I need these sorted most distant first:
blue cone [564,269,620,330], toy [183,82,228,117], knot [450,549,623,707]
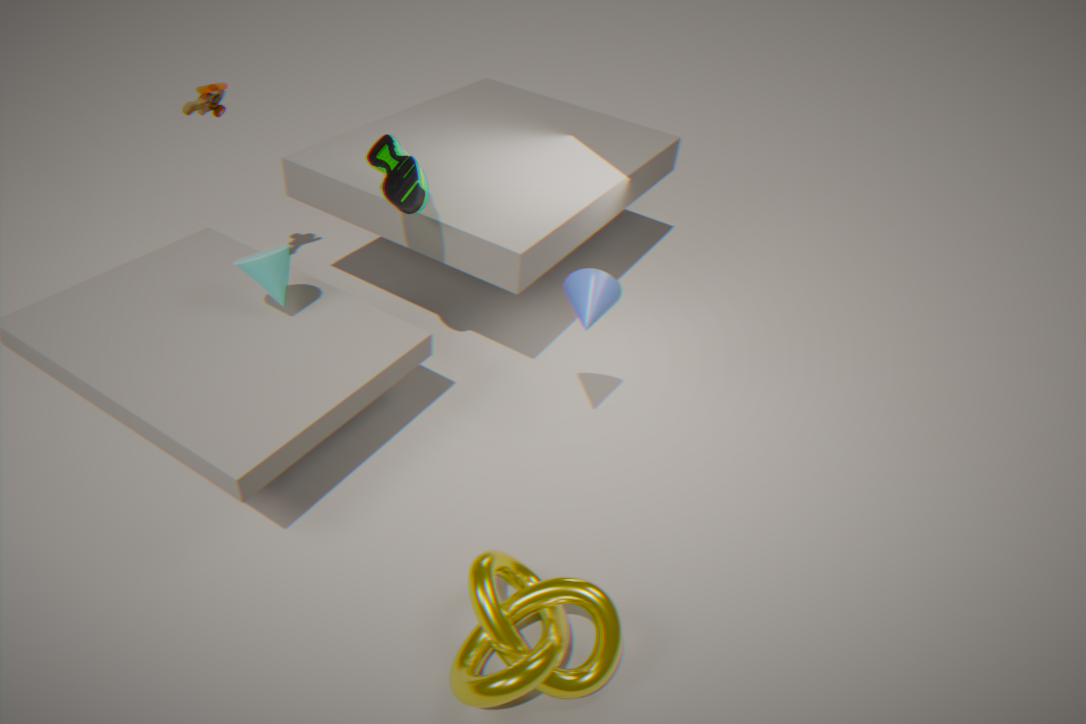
1. toy [183,82,228,117]
2. blue cone [564,269,620,330]
3. knot [450,549,623,707]
